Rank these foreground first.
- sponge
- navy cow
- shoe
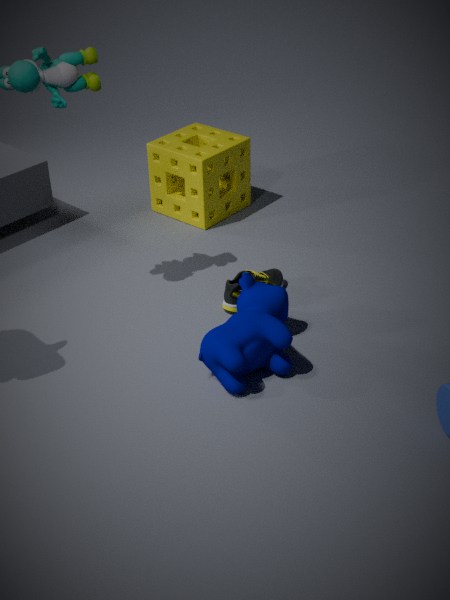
navy cow → shoe → sponge
